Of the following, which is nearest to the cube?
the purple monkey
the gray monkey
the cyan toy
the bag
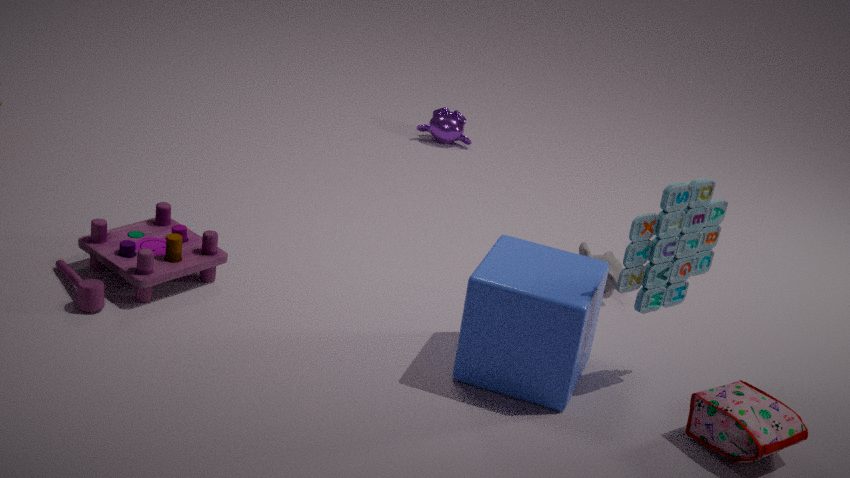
the cyan toy
